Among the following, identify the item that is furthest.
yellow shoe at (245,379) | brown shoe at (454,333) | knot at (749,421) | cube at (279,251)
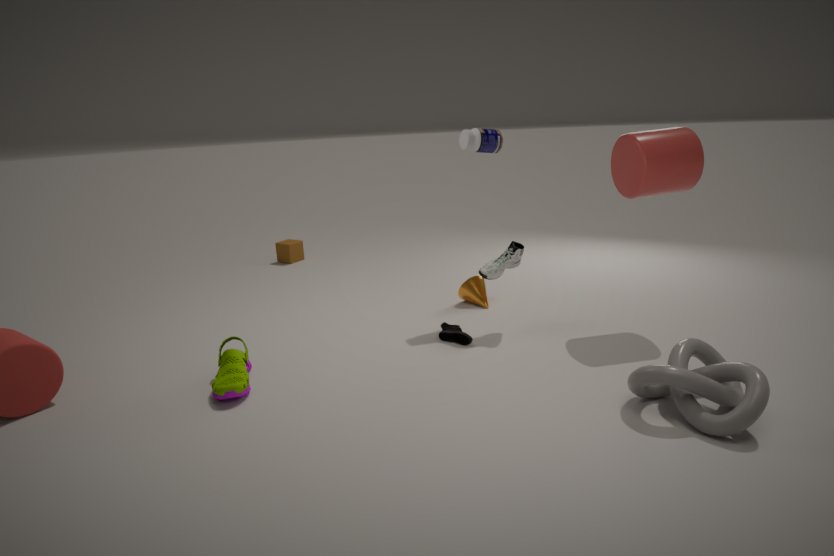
cube at (279,251)
